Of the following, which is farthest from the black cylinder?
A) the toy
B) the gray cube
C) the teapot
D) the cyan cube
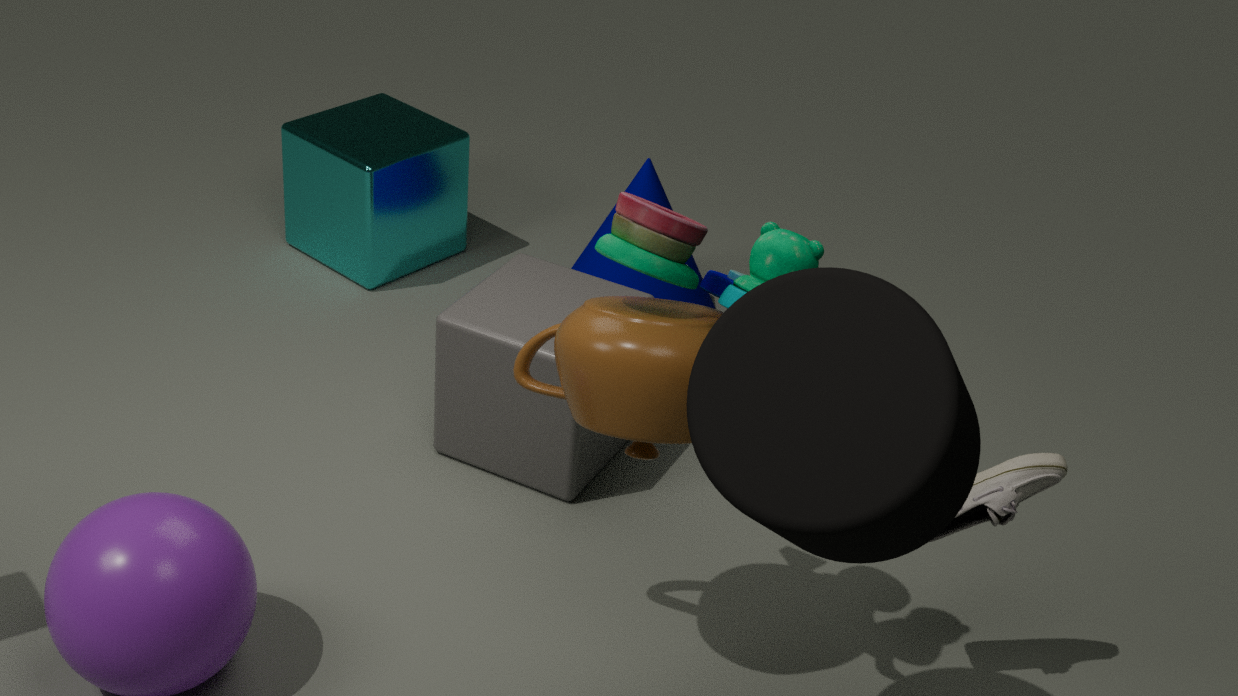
the cyan cube
